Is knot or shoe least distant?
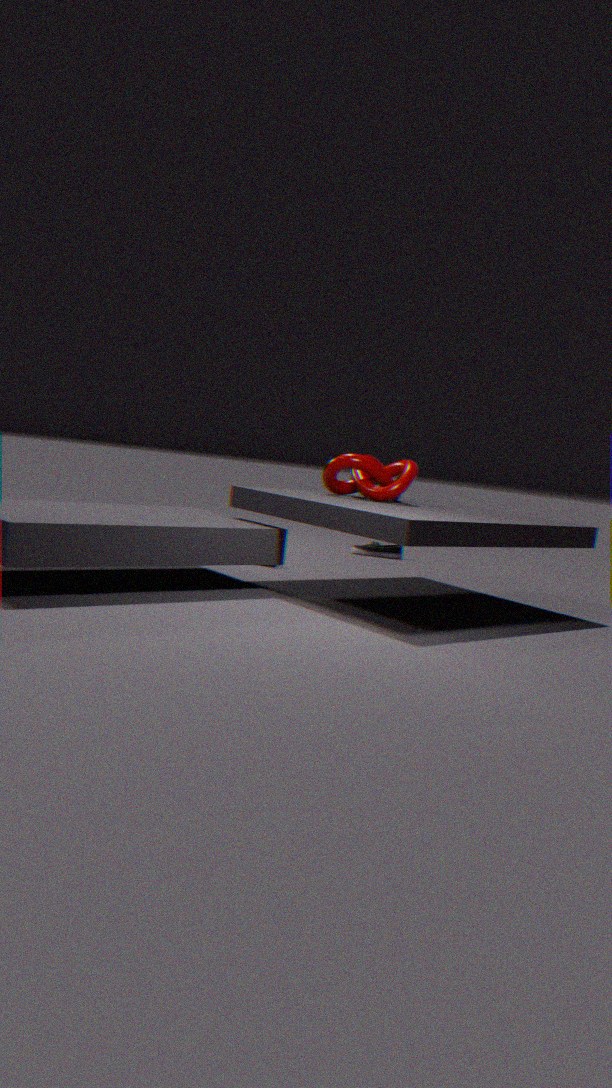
knot
